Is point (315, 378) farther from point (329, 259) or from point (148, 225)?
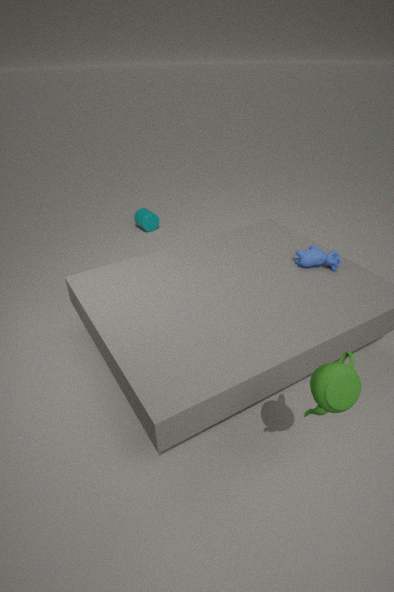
point (148, 225)
